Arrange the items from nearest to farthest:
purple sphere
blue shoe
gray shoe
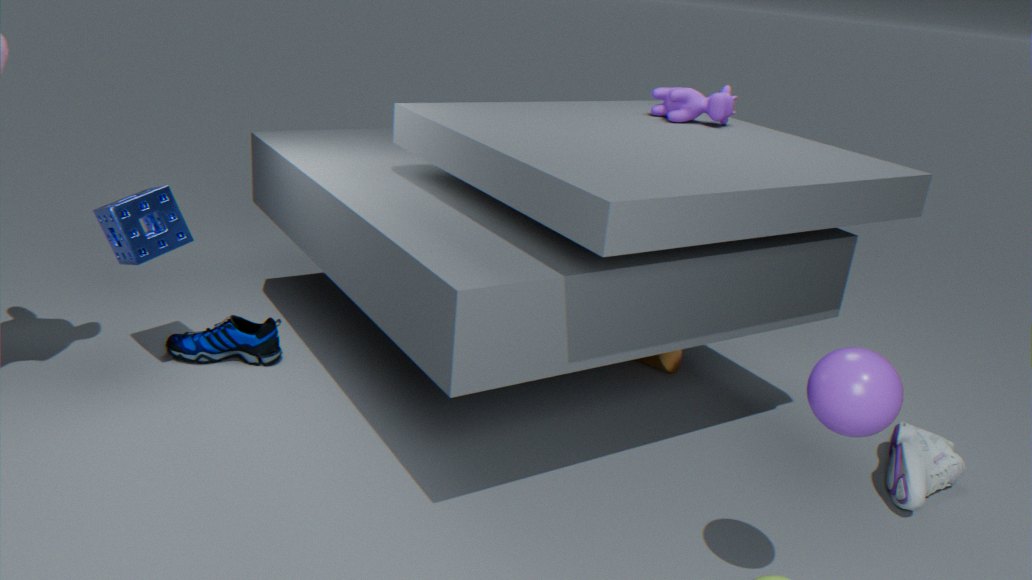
purple sphere, gray shoe, blue shoe
